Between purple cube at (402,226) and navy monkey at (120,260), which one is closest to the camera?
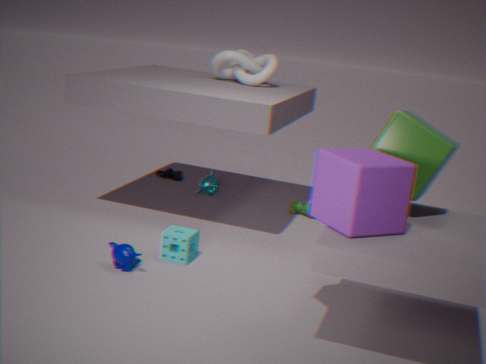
purple cube at (402,226)
